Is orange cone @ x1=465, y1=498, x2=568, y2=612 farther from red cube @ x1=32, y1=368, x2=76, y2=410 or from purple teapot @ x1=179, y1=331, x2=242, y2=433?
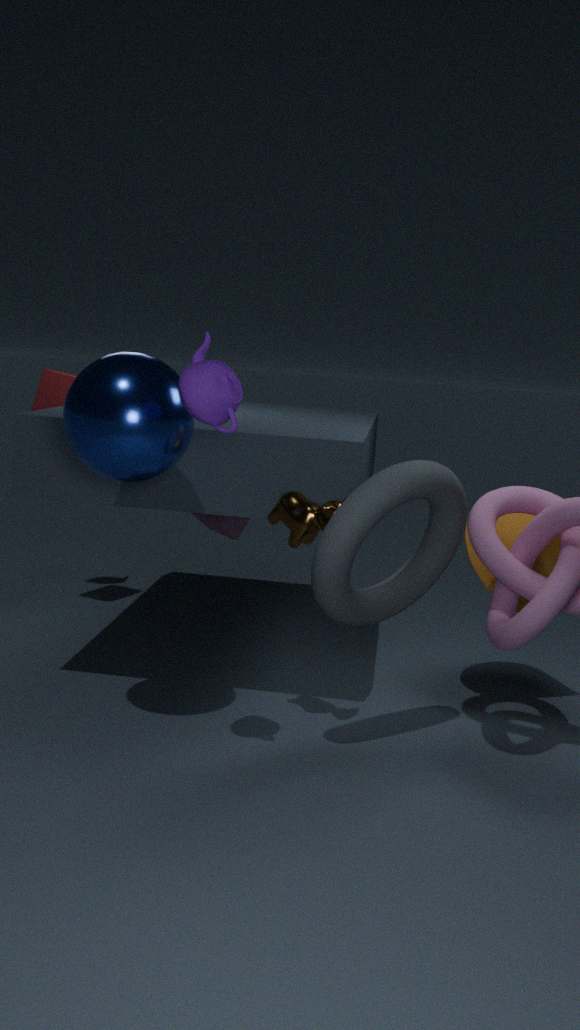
red cube @ x1=32, y1=368, x2=76, y2=410
